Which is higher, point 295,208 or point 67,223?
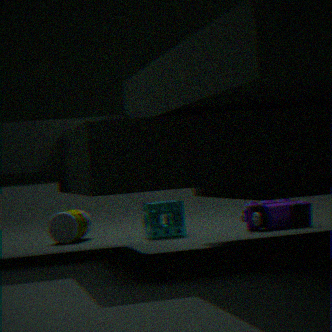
point 67,223
